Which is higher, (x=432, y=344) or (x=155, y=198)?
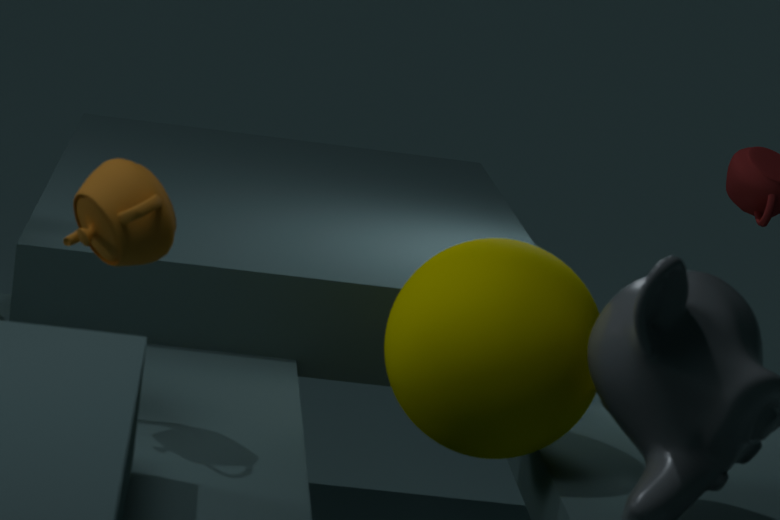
(x=155, y=198)
